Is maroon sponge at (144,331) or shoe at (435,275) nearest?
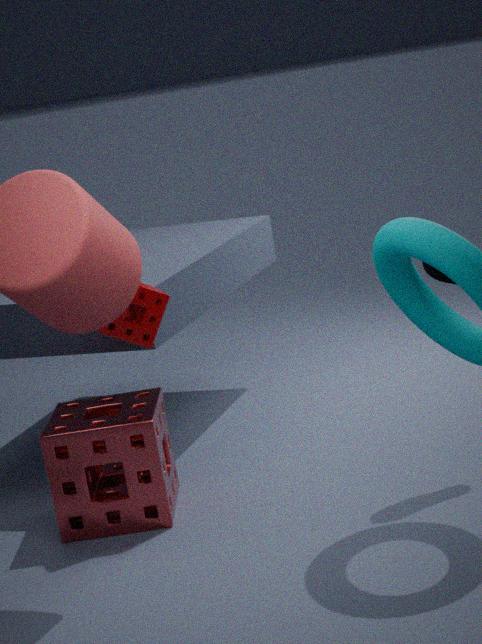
shoe at (435,275)
